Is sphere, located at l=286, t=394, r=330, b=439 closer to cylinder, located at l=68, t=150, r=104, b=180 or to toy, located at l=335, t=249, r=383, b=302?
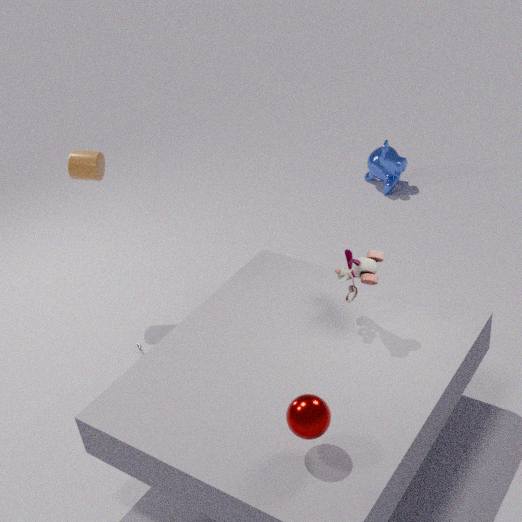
toy, located at l=335, t=249, r=383, b=302
